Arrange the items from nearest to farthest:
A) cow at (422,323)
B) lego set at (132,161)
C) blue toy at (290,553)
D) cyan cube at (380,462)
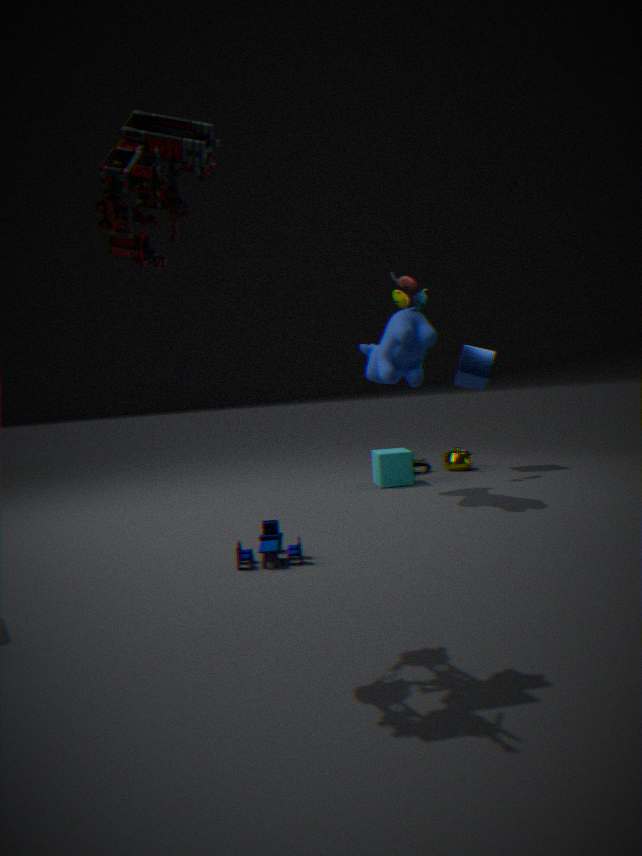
lego set at (132,161), blue toy at (290,553), cow at (422,323), cyan cube at (380,462)
